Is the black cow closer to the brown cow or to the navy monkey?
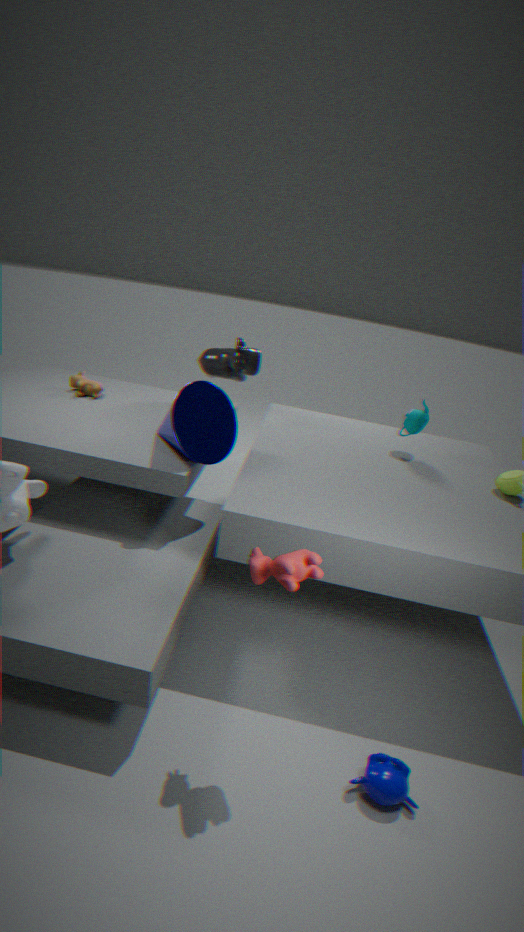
the brown cow
